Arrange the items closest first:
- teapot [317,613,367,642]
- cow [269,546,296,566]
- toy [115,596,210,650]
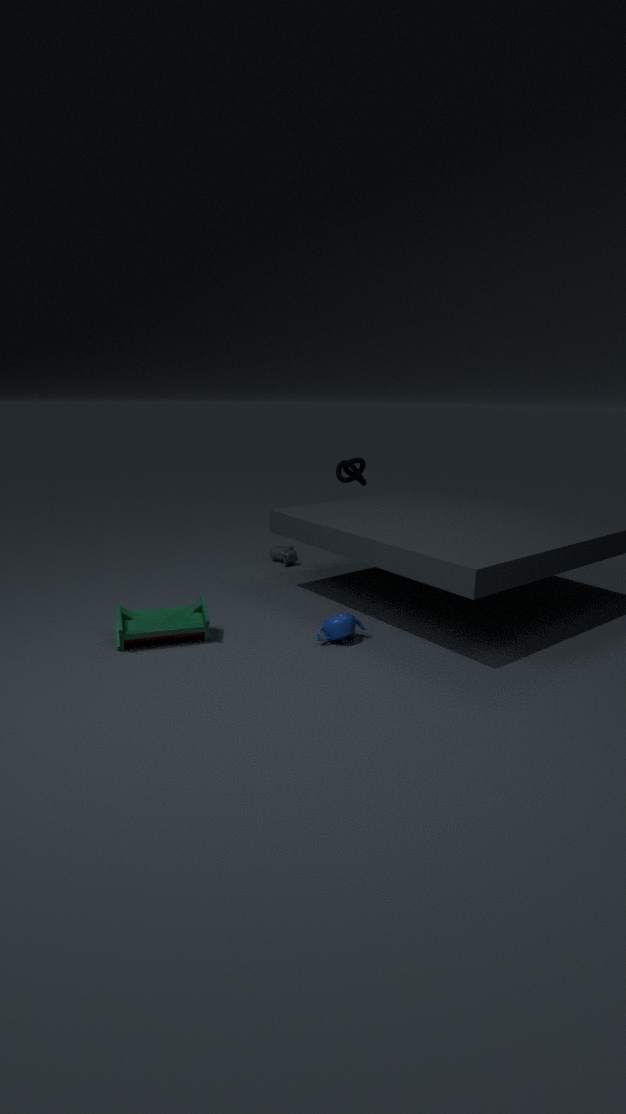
toy [115,596,210,650] → teapot [317,613,367,642] → cow [269,546,296,566]
